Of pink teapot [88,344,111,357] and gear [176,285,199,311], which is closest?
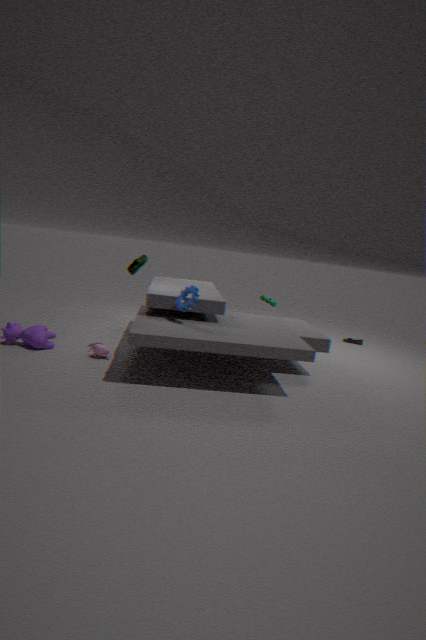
gear [176,285,199,311]
